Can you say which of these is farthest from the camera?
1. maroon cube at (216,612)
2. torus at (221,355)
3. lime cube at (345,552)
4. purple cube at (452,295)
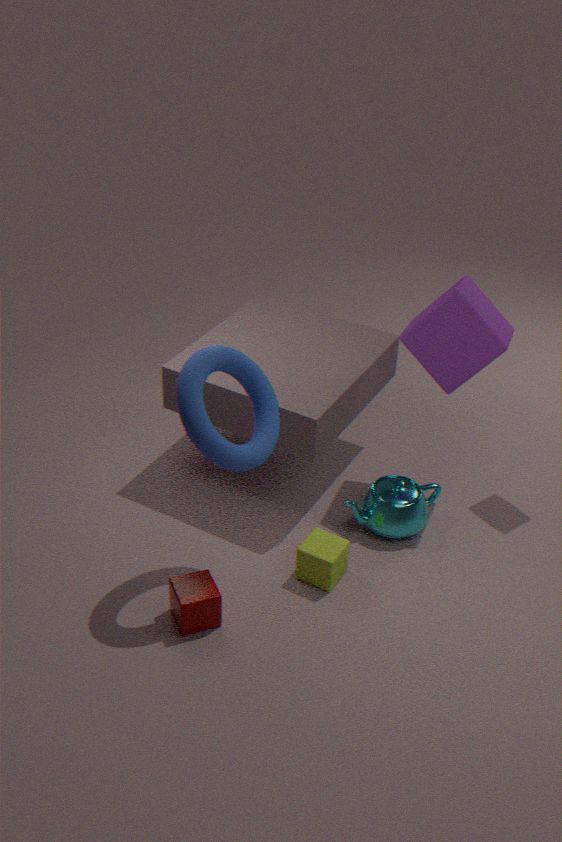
purple cube at (452,295)
